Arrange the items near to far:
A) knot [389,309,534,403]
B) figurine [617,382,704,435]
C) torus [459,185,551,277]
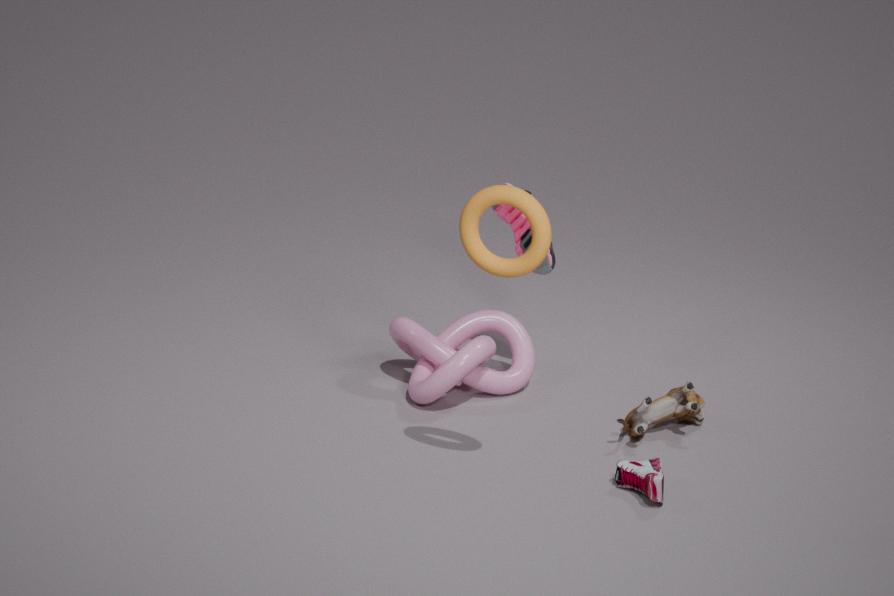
torus [459,185,551,277] → figurine [617,382,704,435] → knot [389,309,534,403]
